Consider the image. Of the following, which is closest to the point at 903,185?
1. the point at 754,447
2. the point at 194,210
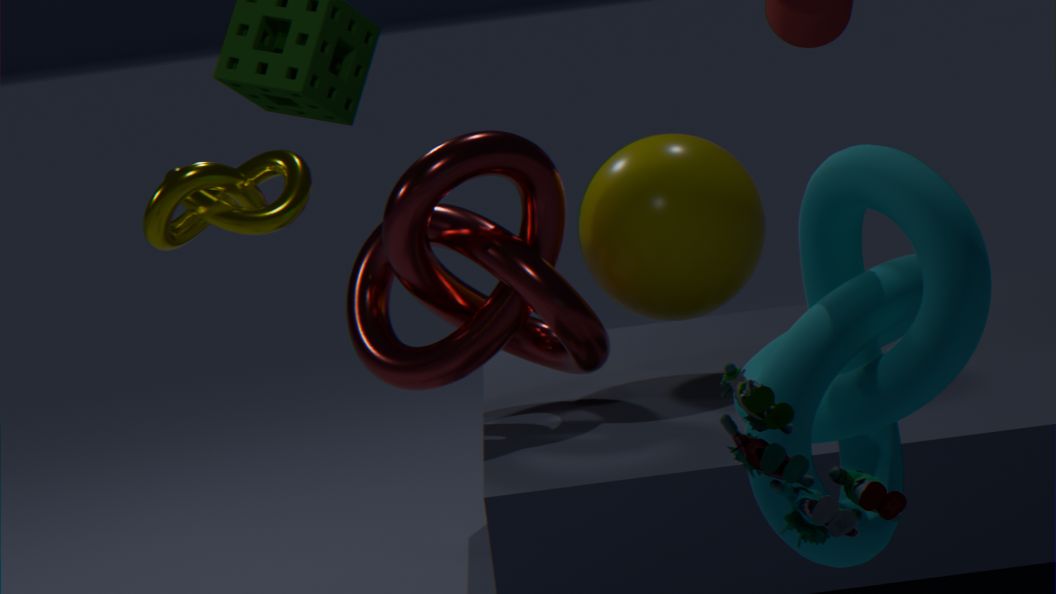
the point at 754,447
